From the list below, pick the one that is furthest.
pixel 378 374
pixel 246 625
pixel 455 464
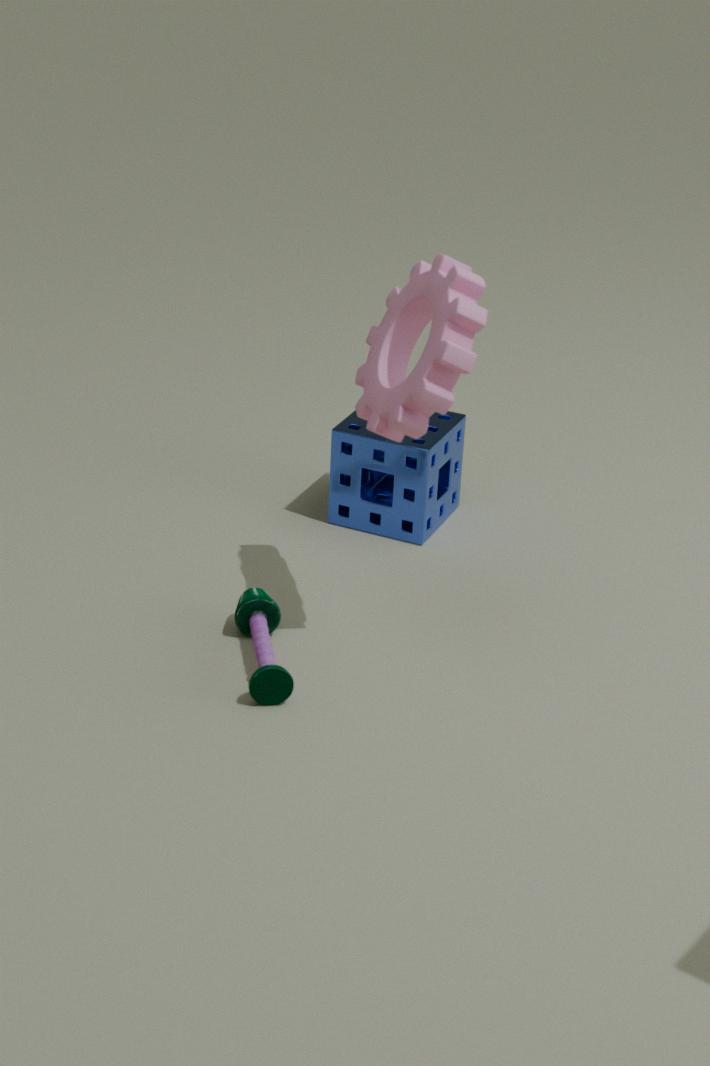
pixel 455 464
